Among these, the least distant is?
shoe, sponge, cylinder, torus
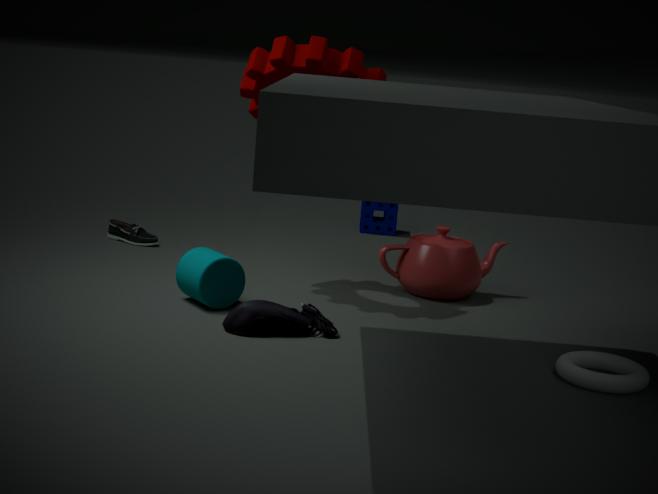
torus
